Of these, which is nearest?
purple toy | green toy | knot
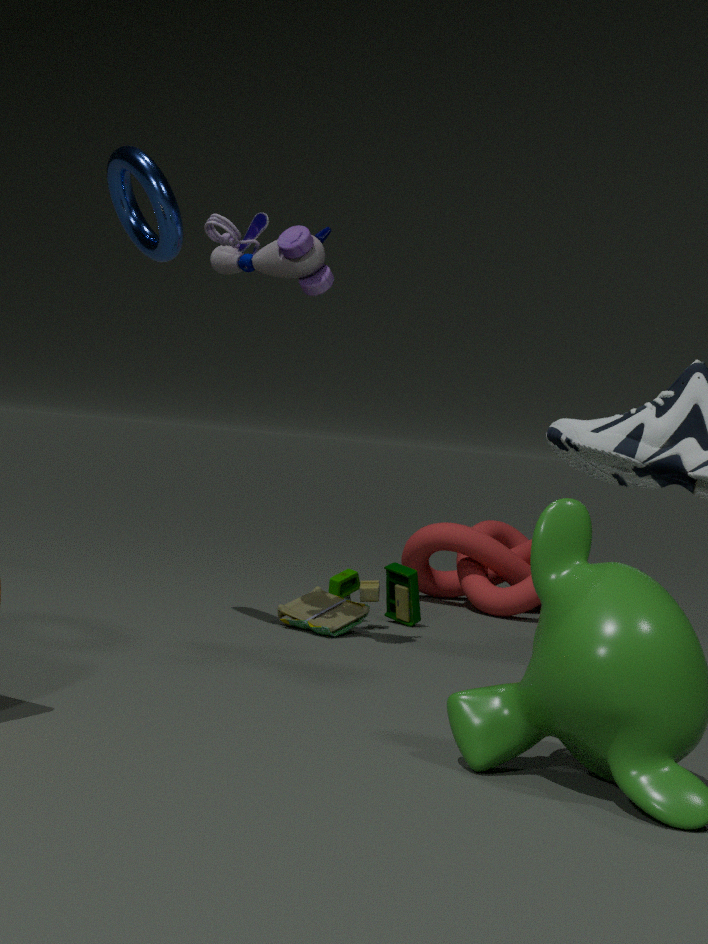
purple toy
